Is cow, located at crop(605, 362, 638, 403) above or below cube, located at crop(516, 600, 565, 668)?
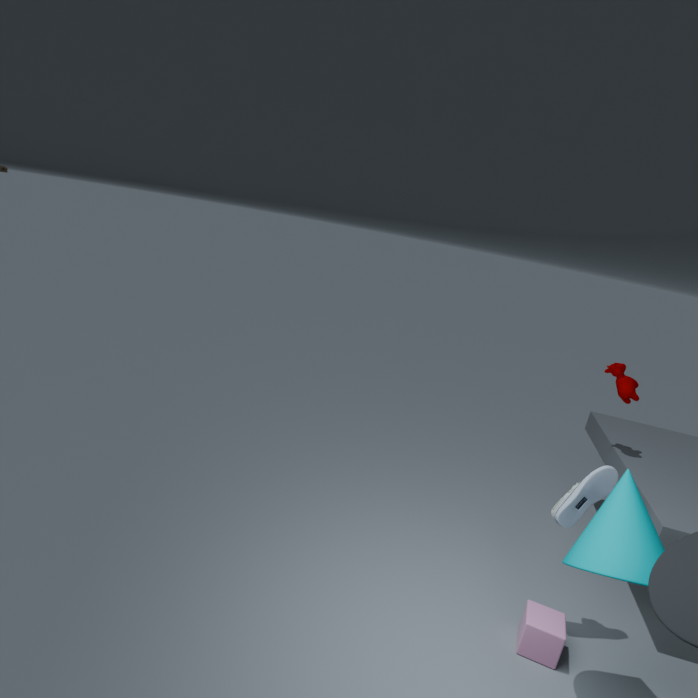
above
